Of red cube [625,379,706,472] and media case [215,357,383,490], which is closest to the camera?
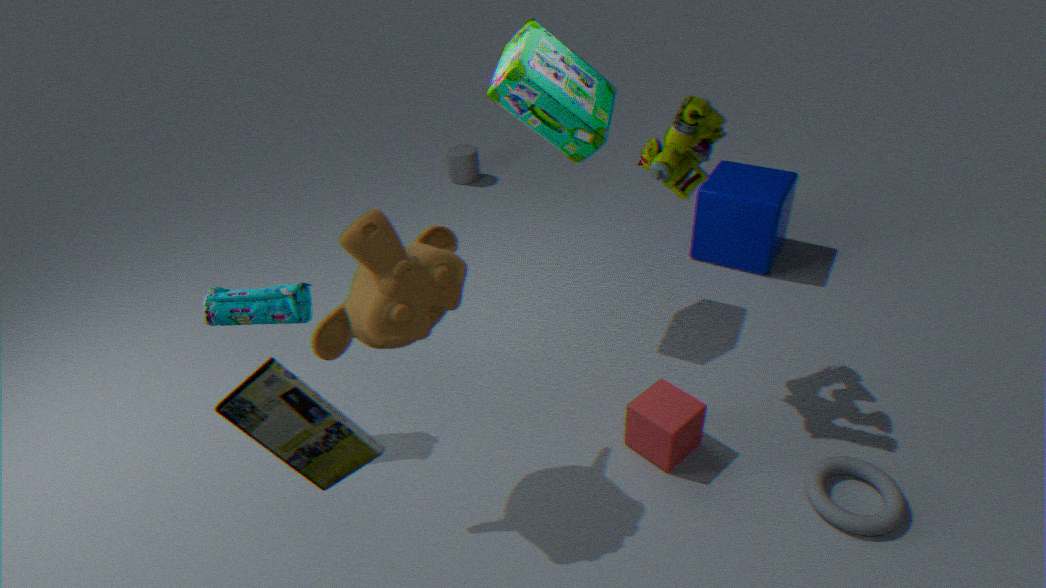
media case [215,357,383,490]
